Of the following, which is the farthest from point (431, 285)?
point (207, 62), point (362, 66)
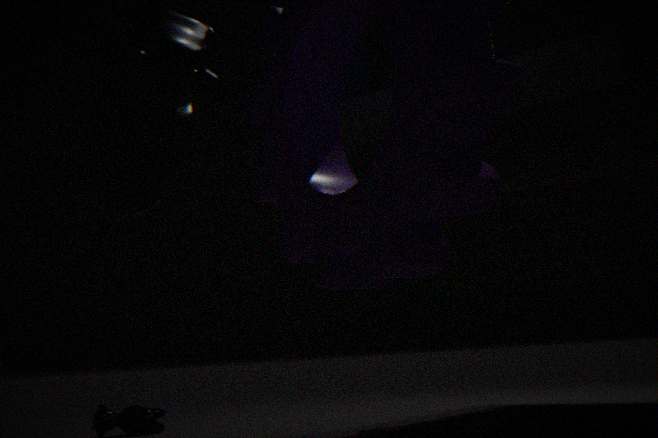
point (207, 62)
